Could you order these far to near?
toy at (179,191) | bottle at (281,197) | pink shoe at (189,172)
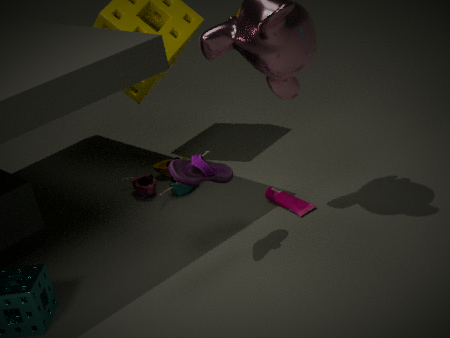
toy at (179,191)
bottle at (281,197)
pink shoe at (189,172)
